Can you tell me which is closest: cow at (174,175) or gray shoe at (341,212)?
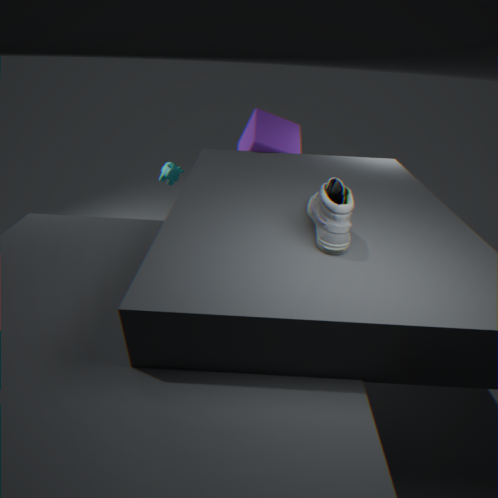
gray shoe at (341,212)
